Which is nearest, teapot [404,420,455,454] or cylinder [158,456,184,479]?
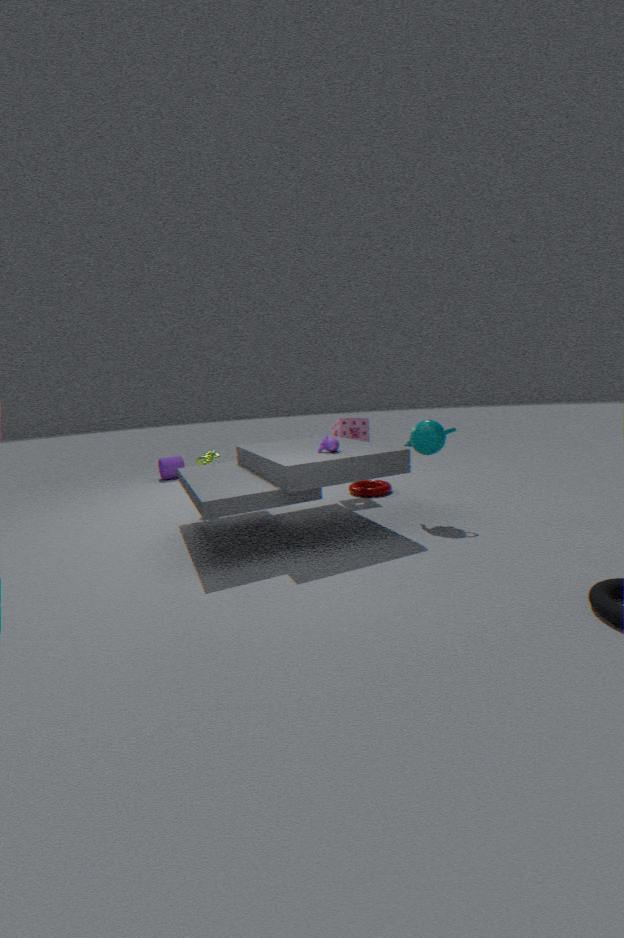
teapot [404,420,455,454]
